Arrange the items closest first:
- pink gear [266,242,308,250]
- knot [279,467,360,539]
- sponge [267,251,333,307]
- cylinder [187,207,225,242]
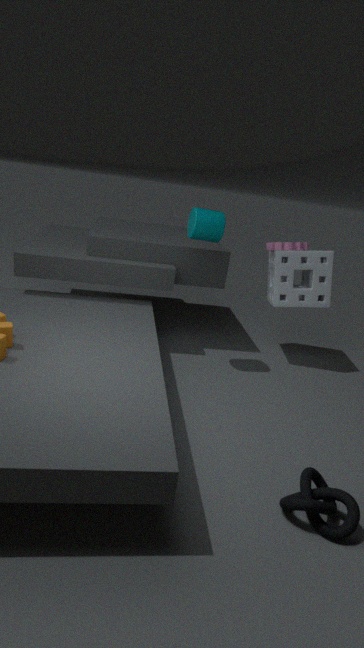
knot [279,467,360,539], cylinder [187,207,225,242], sponge [267,251,333,307], pink gear [266,242,308,250]
